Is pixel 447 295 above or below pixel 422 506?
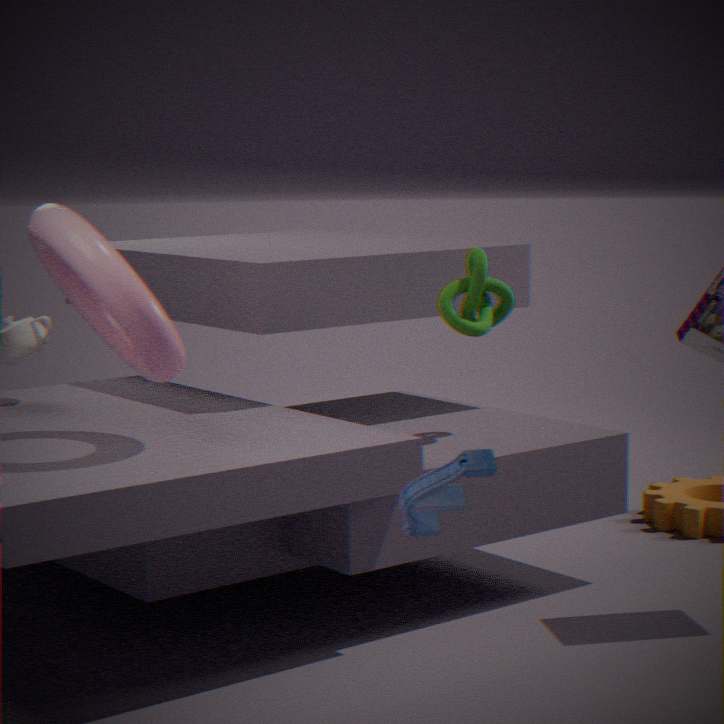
above
